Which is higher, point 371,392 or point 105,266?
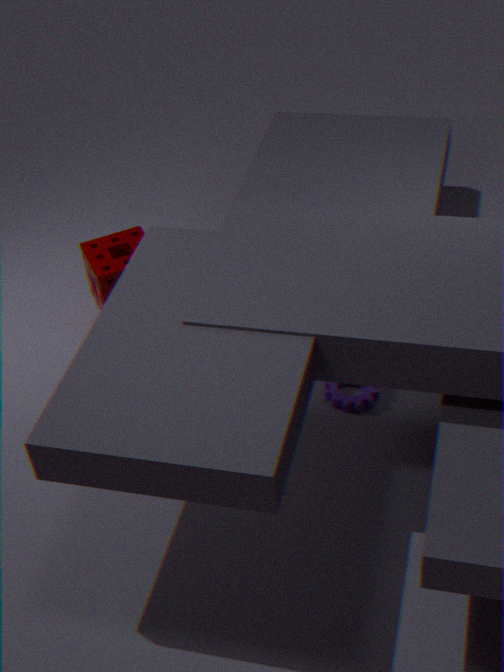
point 105,266
